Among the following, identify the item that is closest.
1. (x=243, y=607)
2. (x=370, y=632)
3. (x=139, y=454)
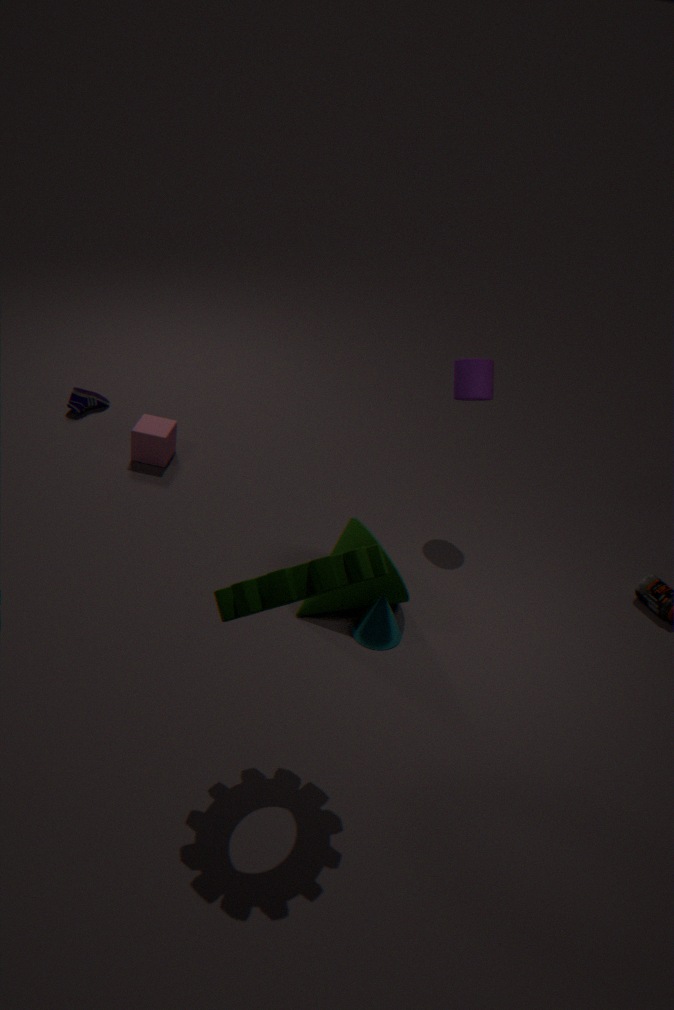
(x=243, y=607)
